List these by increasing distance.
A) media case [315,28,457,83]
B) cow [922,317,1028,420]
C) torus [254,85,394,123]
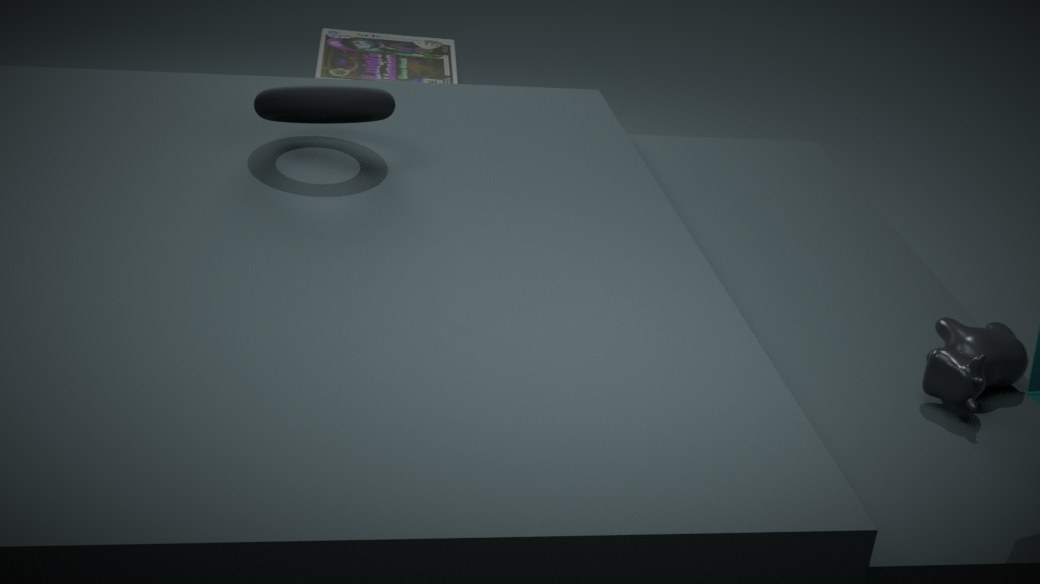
cow [922,317,1028,420]
torus [254,85,394,123]
media case [315,28,457,83]
